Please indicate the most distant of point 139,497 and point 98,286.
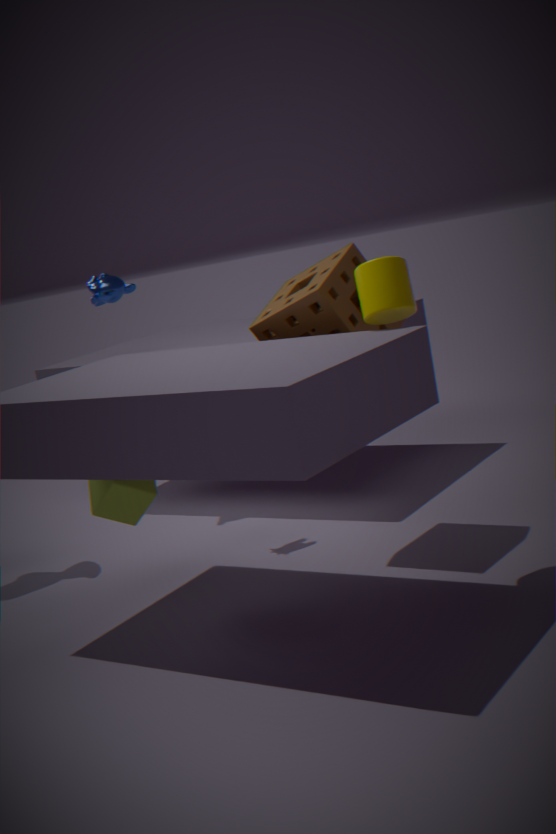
point 98,286
